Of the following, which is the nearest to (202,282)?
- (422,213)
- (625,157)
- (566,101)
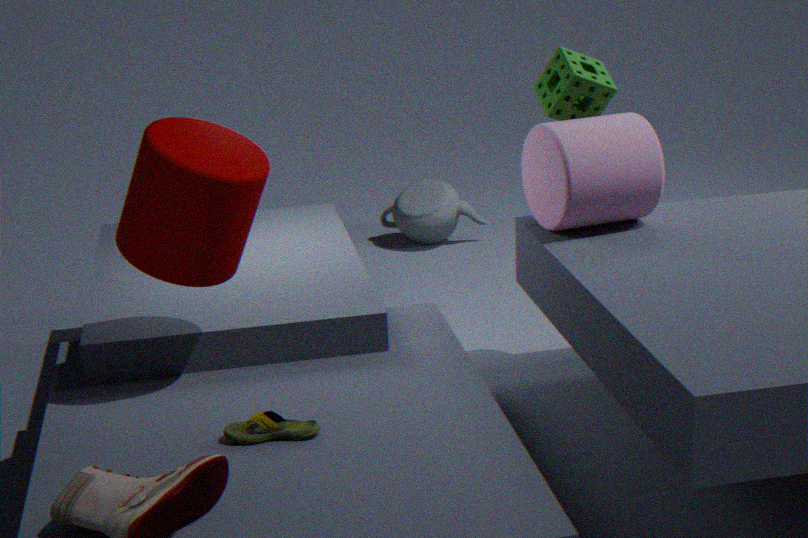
(625,157)
